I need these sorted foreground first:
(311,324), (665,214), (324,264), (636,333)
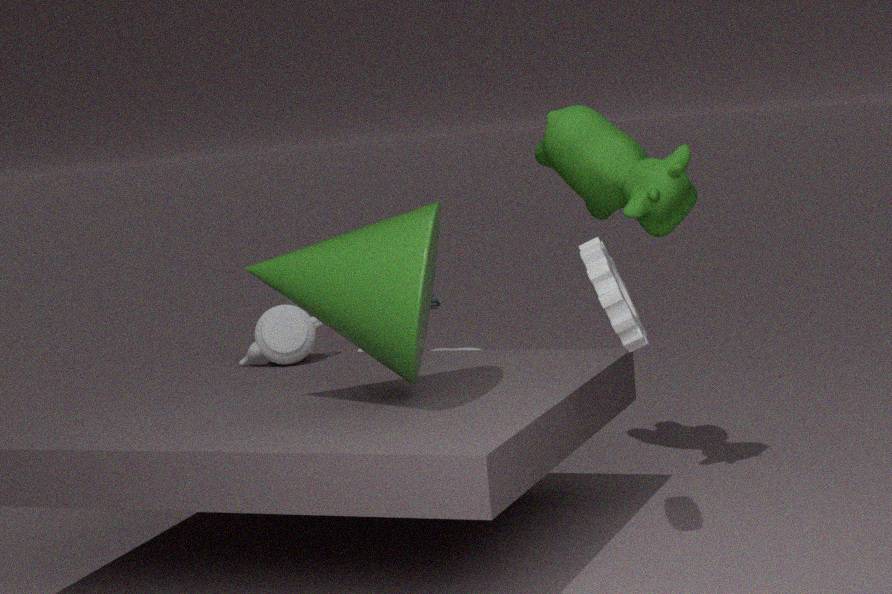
(636,333)
(324,264)
(665,214)
(311,324)
